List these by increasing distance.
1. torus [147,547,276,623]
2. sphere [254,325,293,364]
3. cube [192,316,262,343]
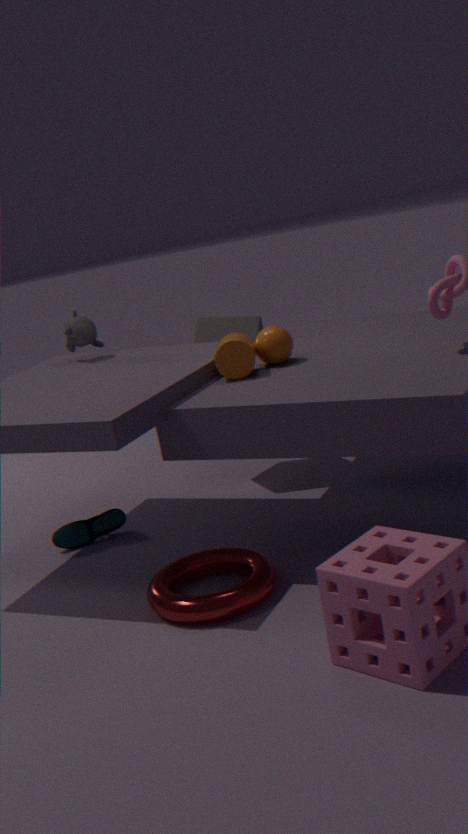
torus [147,547,276,623] → sphere [254,325,293,364] → cube [192,316,262,343]
